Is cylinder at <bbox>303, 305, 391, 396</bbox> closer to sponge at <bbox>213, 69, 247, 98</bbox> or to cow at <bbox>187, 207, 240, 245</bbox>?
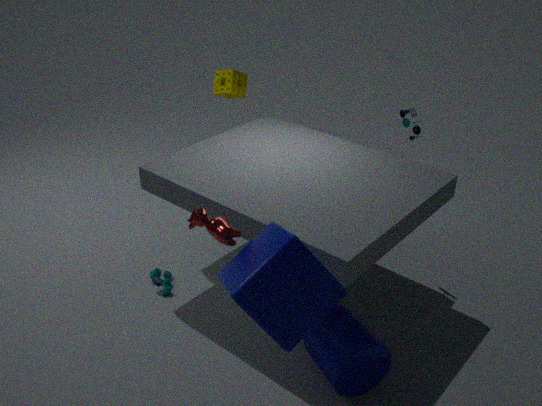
cow at <bbox>187, 207, 240, 245</bbox>
